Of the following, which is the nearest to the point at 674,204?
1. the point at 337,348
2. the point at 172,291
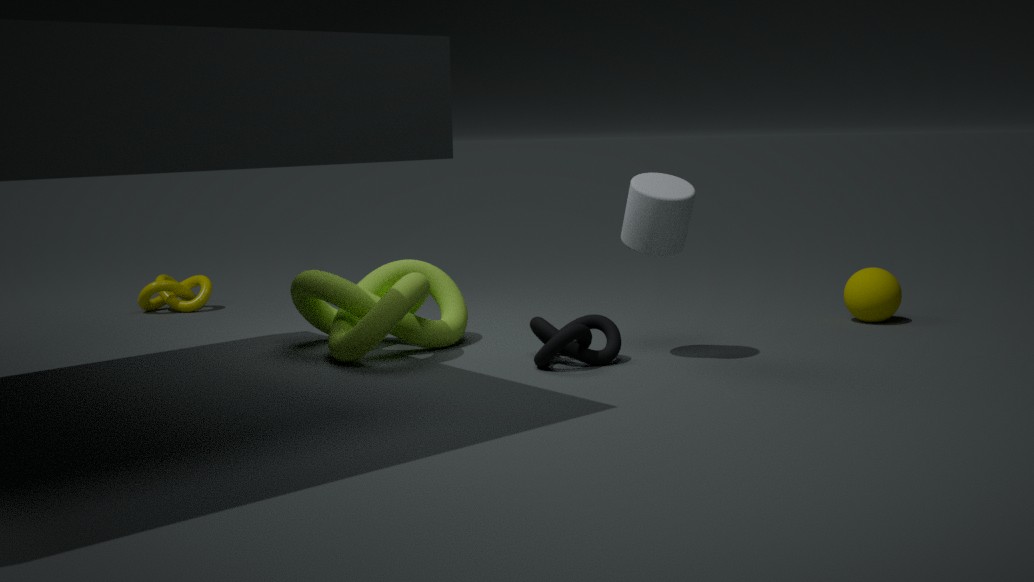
the point at 337,348
